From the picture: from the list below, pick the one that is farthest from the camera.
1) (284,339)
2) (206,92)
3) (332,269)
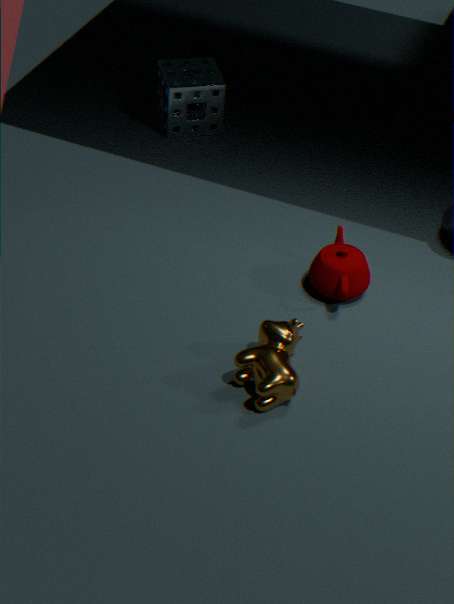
2. (206,92)
